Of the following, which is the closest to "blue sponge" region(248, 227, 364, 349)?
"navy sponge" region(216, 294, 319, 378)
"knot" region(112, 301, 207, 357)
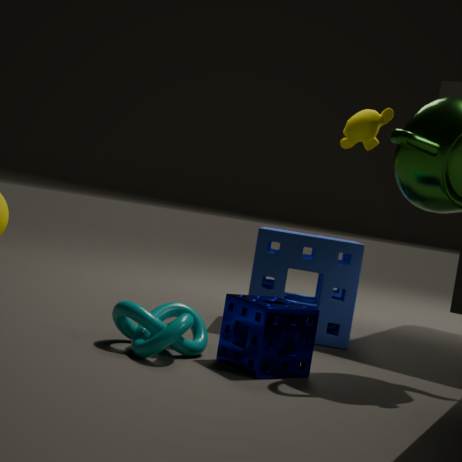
"navy sponge" region(216, 294, 319, 378)
